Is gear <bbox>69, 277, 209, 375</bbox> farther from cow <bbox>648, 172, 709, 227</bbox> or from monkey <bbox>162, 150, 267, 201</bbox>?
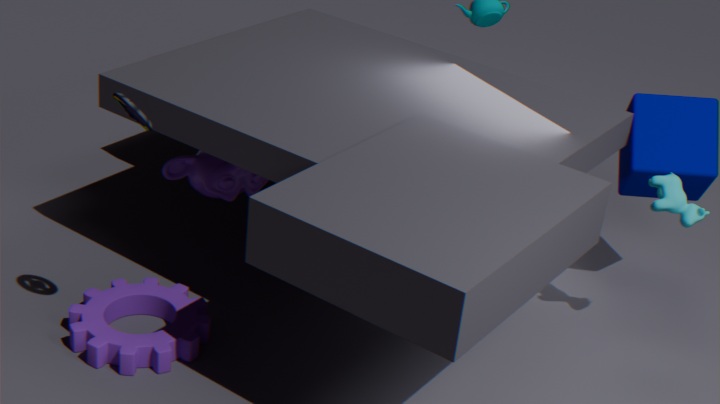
cow <bbox>648, 172, 709, 227</bbox>
